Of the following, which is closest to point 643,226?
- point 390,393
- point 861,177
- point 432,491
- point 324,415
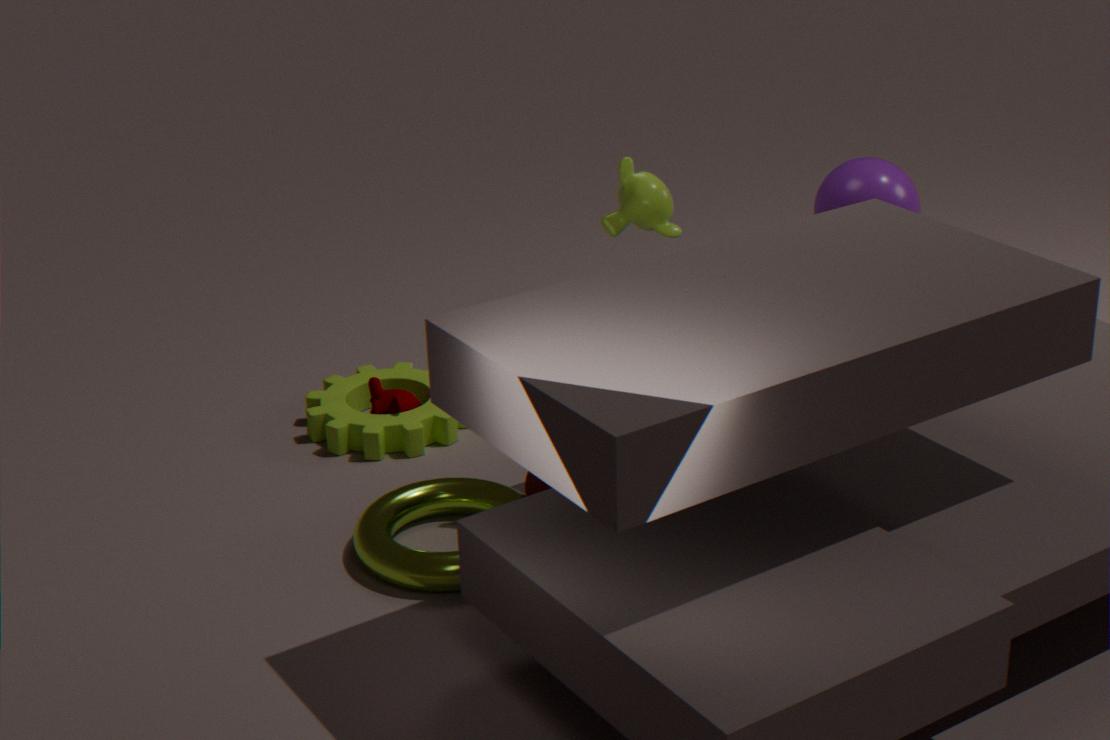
point 432,491
